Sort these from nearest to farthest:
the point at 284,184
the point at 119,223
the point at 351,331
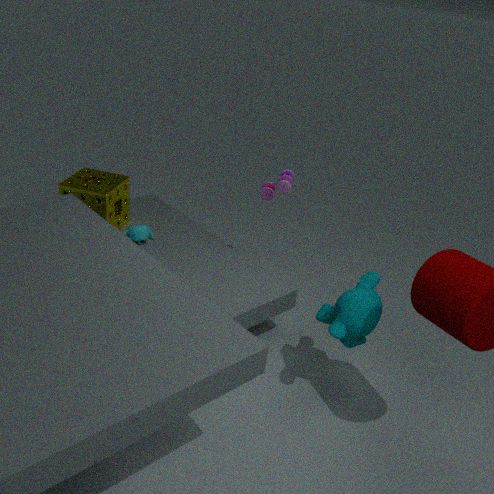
the point at 351,331 < the point at 284,184 < the point at 119,223
